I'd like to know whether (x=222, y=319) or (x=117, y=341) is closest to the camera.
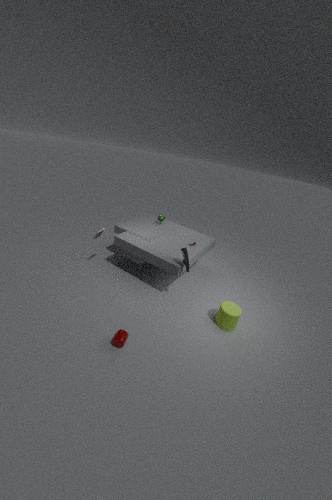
(x=117, y=341)
